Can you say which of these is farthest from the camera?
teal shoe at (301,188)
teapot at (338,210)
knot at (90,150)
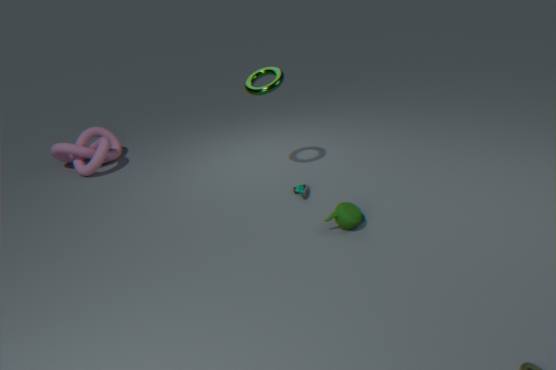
knot at (90,150)
